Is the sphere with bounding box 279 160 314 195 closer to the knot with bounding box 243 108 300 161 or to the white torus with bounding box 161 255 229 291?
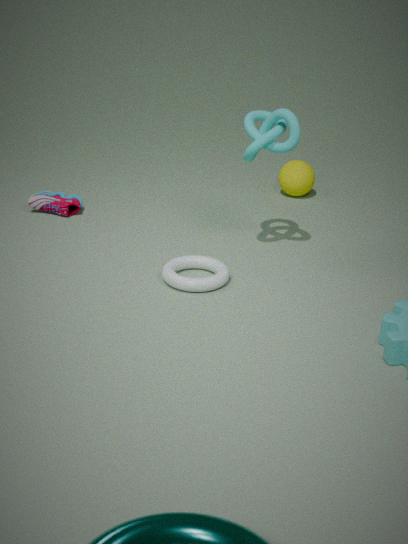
the knot with bounding box 243 108 300 161
